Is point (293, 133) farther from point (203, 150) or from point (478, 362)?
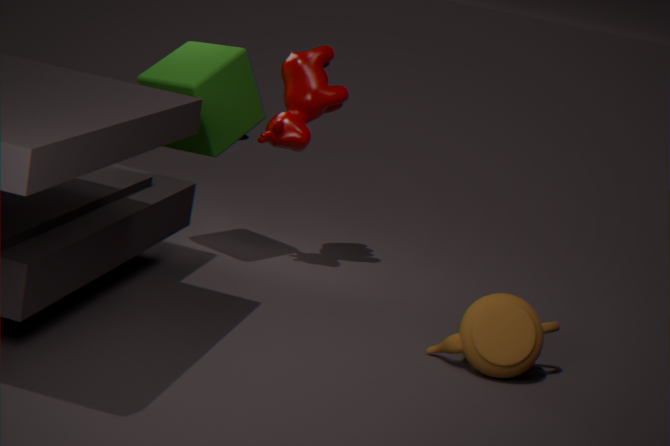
point (478, 362)
